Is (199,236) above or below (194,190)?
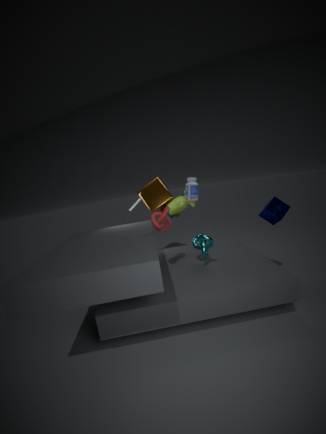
below
